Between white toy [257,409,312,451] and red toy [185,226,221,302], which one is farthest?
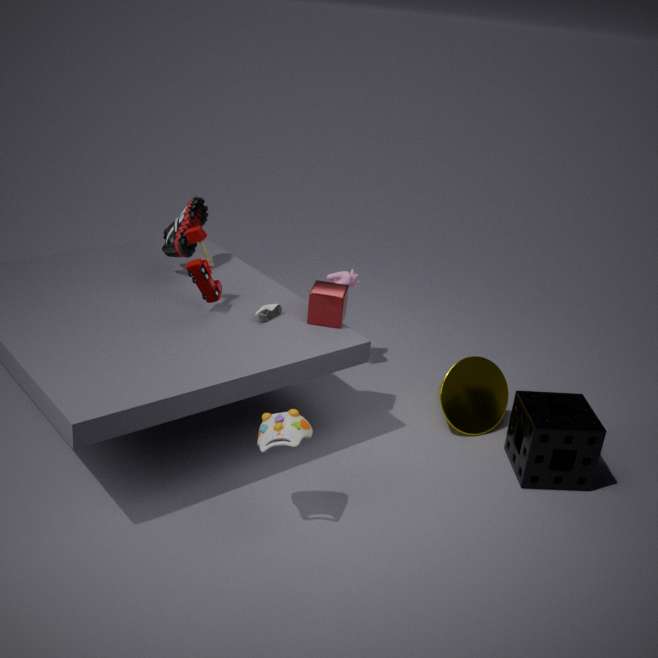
red toy [185,226,221,302]
